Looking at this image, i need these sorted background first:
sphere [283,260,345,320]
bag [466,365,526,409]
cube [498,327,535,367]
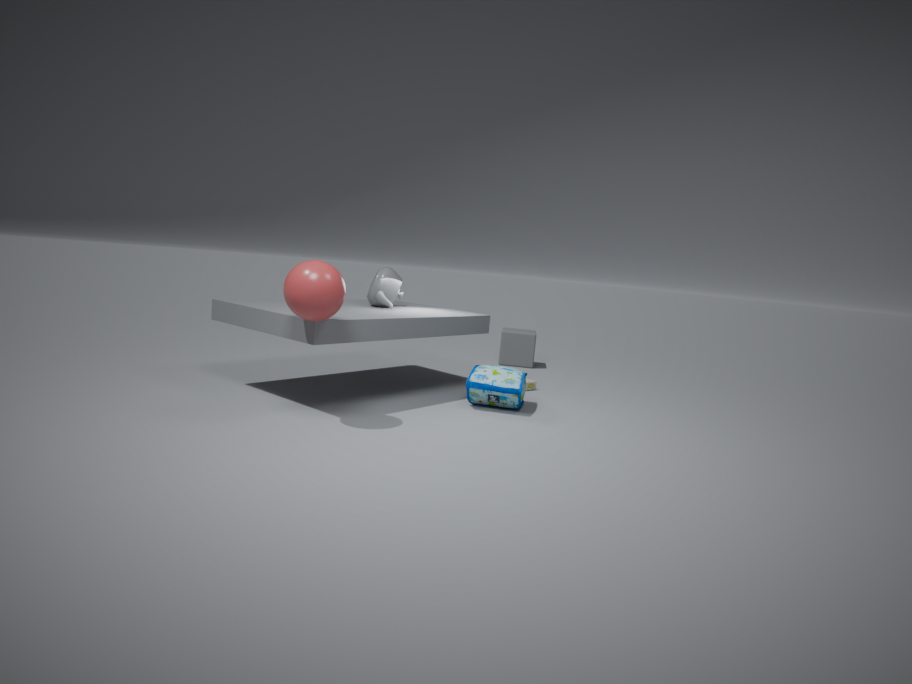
cube [498,327,535,367]
bag [466,365,526,409]
sphere [283,260,345,320]
